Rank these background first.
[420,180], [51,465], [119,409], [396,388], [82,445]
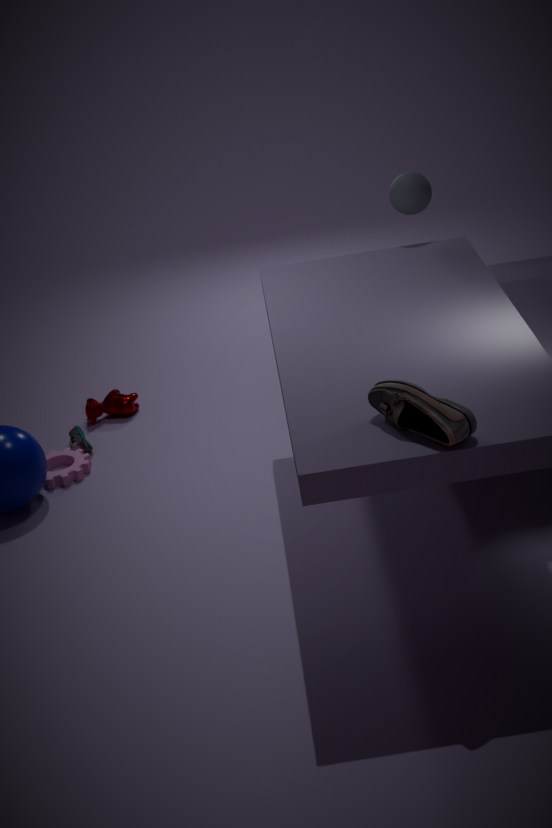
[119,409] < [82,445] < [51,465] < [420,180] < [396,388]
